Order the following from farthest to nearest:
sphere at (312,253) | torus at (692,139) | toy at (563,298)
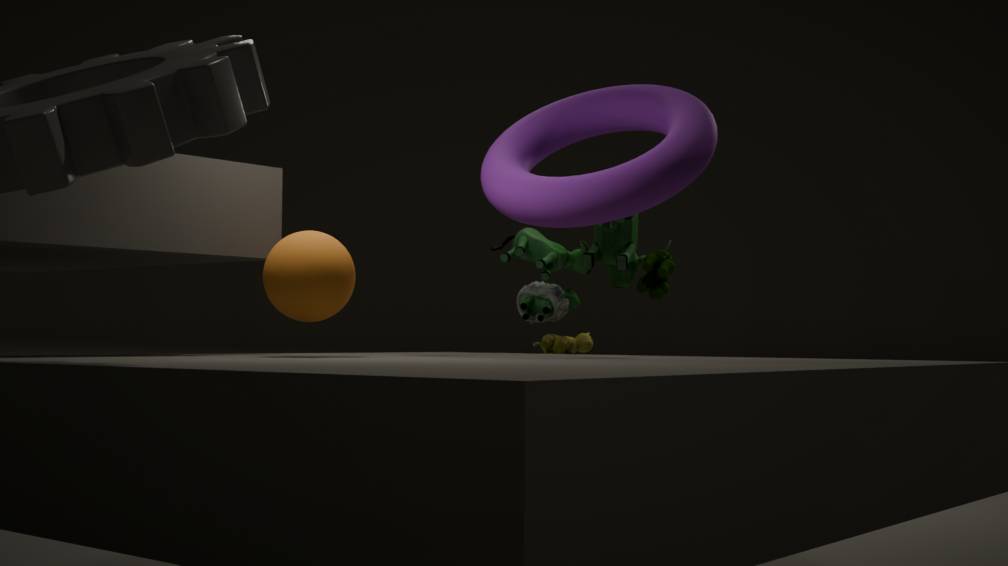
toy at (563,298) → torus at (692,139) → sphere at (312,253)
